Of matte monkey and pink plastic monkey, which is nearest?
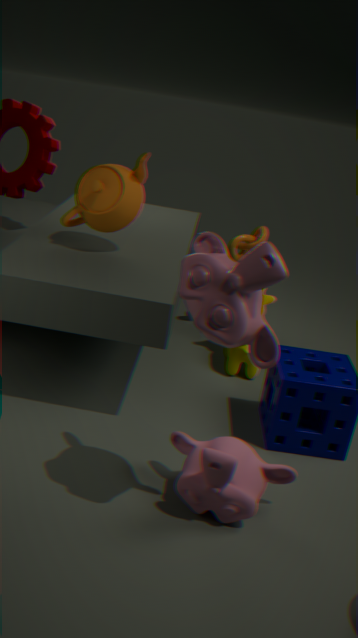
pink plastic monkey
